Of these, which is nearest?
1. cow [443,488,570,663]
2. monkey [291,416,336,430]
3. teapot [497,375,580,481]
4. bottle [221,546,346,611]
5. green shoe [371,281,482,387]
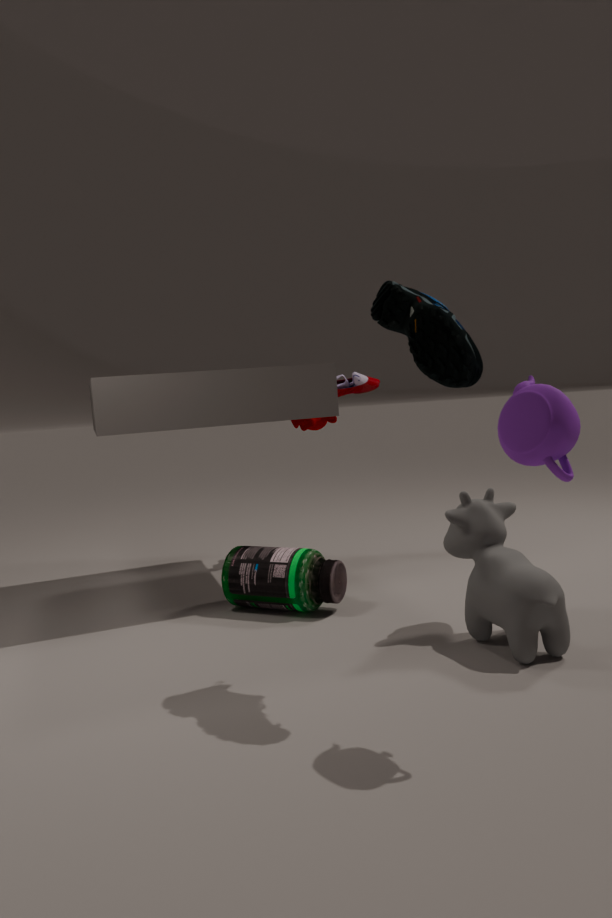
teapot [497,375,580,481]
